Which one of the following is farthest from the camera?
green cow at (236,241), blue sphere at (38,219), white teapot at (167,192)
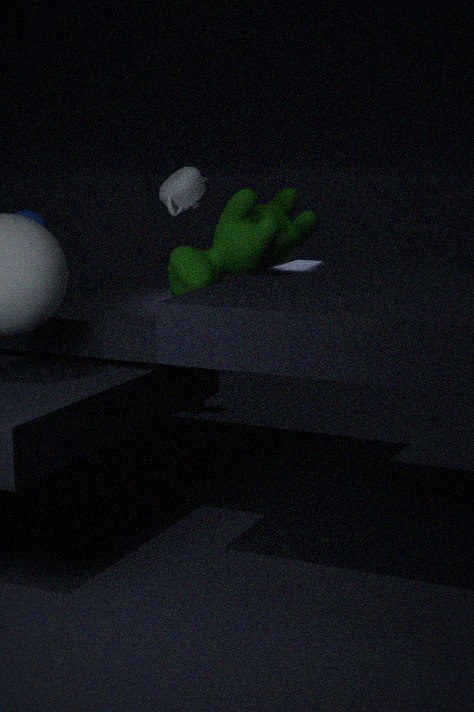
blue sphere at (38,219)
